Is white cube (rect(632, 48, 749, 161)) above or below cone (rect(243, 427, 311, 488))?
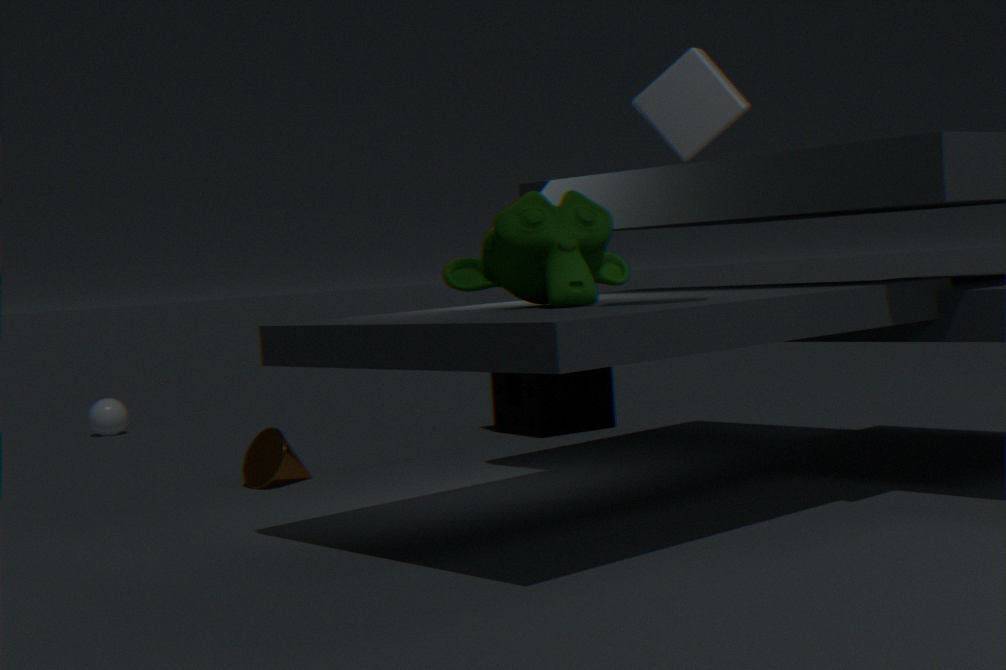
above
